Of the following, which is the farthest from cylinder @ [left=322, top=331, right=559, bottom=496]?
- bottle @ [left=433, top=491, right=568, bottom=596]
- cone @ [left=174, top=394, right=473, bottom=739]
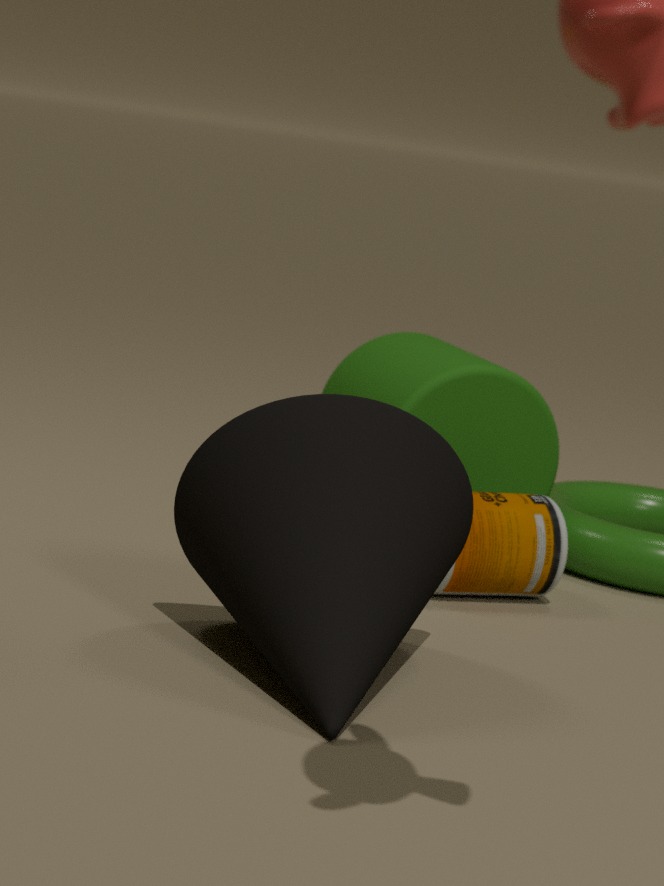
cone @ [left=174, top=394, right=473, bottom=739]
